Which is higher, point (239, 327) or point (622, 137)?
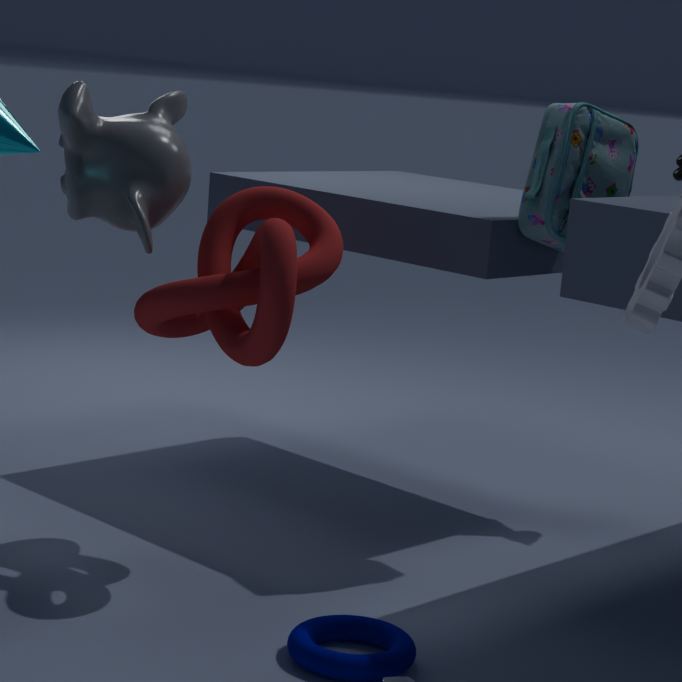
point (622, 137)
